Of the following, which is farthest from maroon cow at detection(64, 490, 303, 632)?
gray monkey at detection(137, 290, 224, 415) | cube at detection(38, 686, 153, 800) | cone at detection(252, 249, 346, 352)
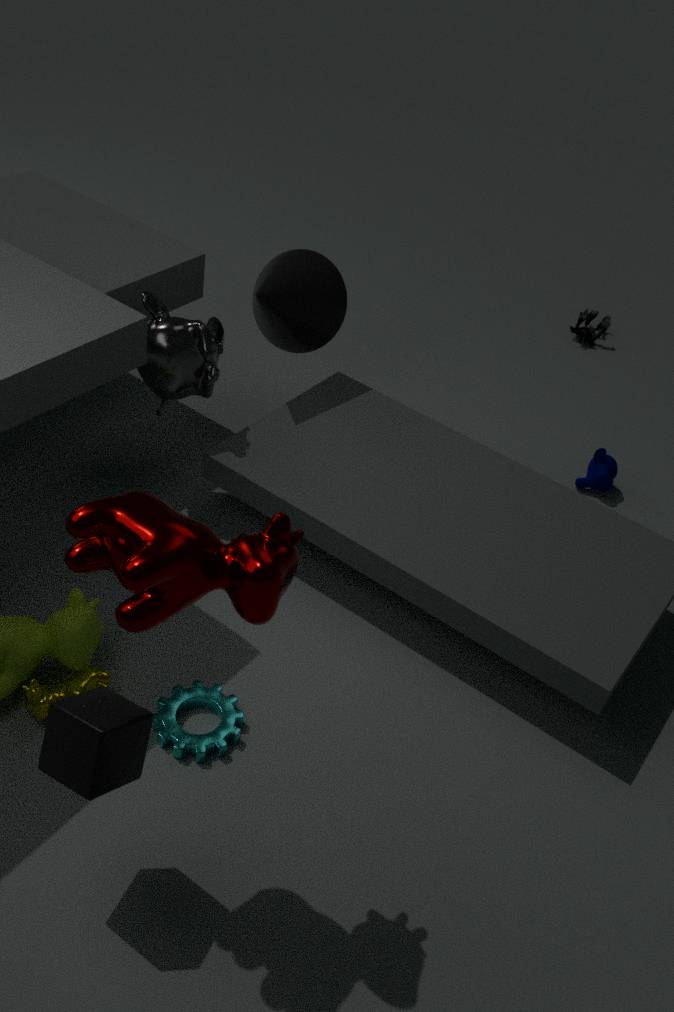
cone at detection(252, 249, 346, 352)
